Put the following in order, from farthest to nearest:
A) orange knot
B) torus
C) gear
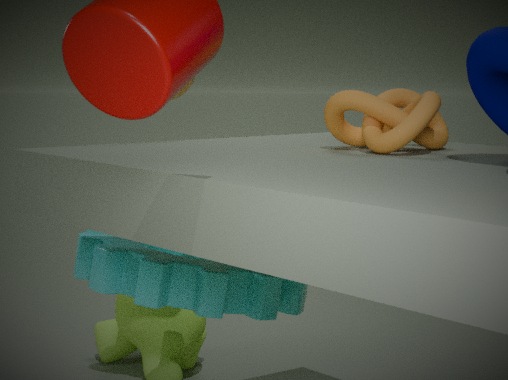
torus
gear
orange knot
